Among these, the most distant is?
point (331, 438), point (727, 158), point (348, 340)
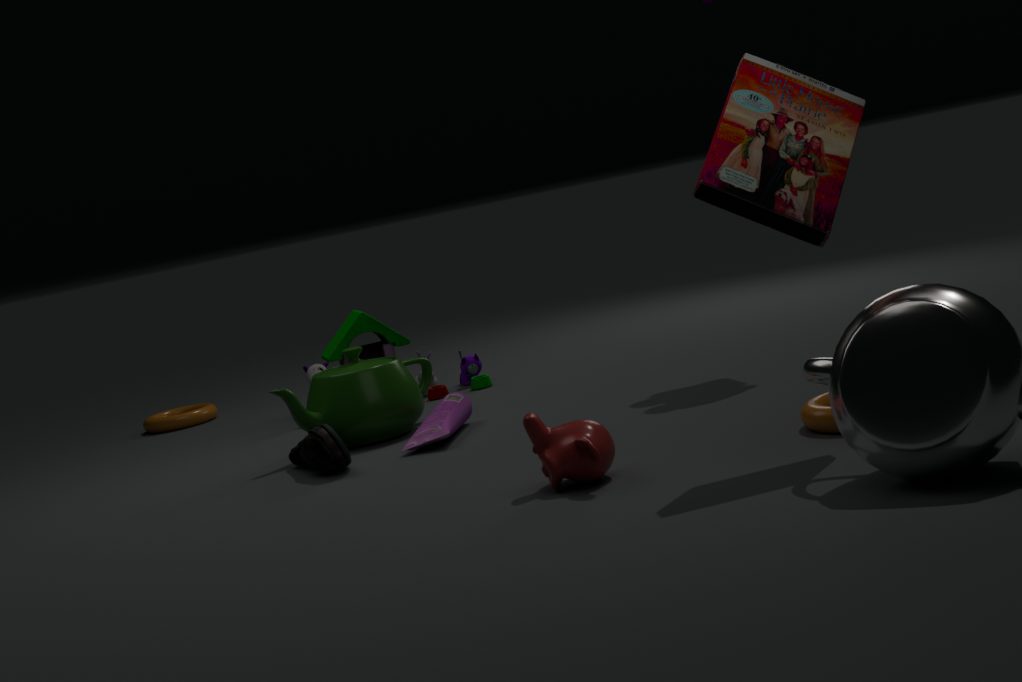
point (348, 340)
